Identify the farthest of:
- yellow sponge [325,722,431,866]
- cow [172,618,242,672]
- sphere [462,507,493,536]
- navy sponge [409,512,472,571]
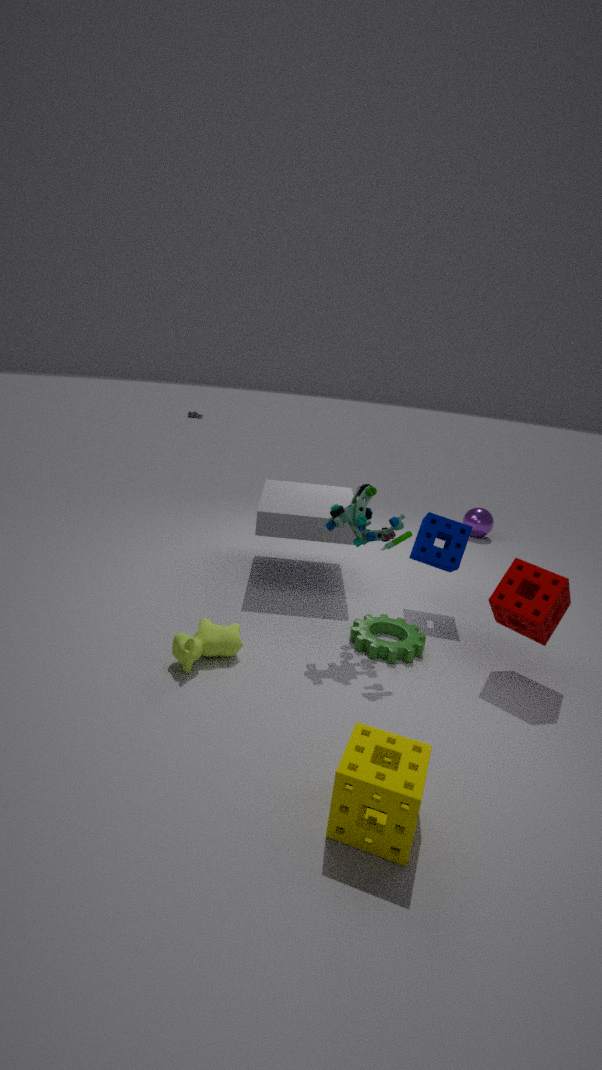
sphere [462,507,493,536]
